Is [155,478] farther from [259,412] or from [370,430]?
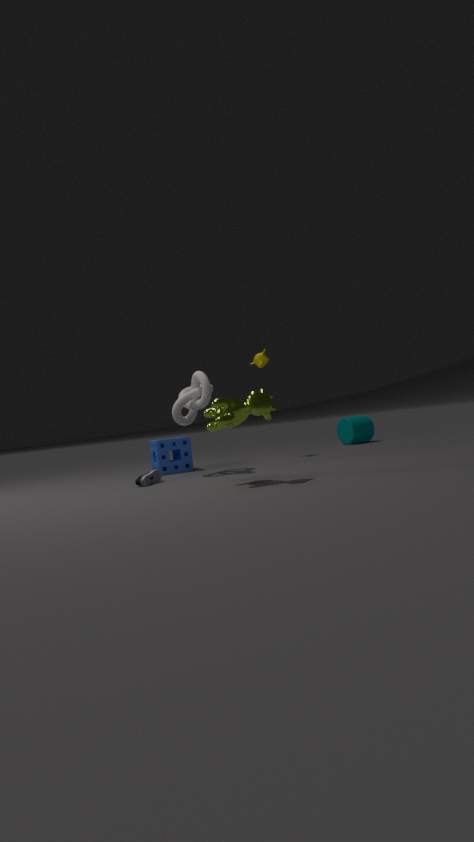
[370,430]
